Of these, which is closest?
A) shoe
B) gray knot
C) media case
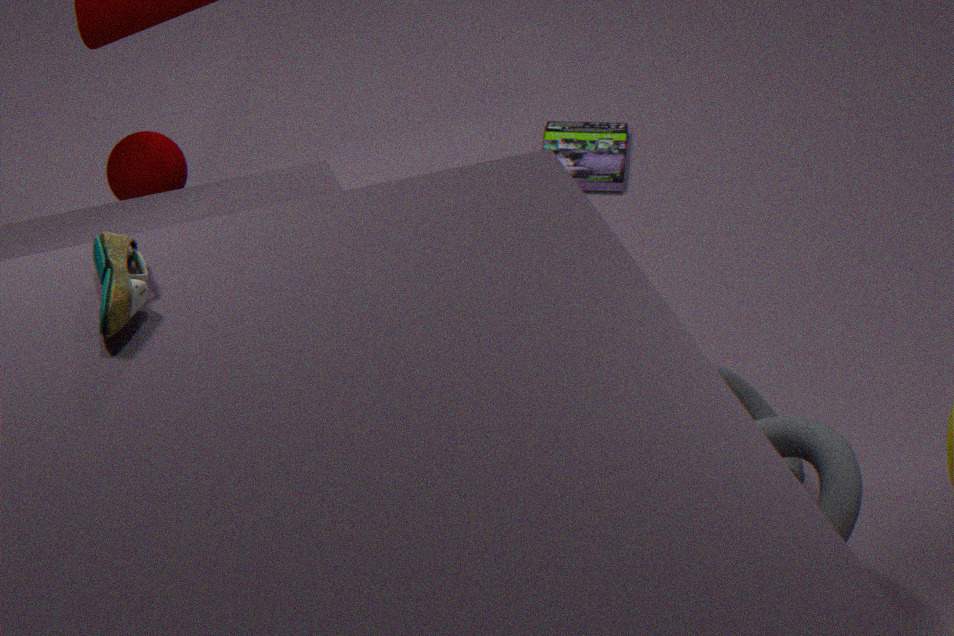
A. shoe
